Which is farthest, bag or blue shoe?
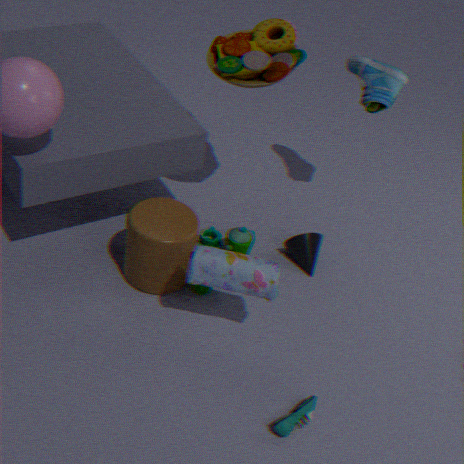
blue shoe
